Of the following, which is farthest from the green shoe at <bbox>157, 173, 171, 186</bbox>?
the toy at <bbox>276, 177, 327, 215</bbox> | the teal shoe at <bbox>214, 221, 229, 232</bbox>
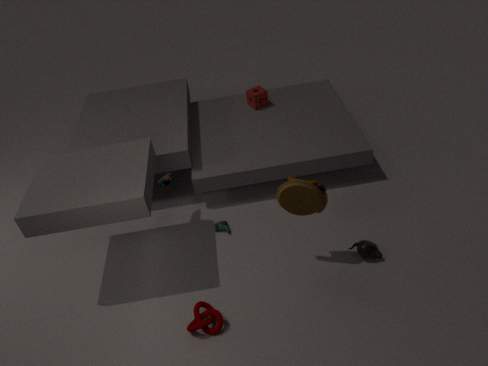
the toy at <bbox>276, 177, 327, 215</bbox>
